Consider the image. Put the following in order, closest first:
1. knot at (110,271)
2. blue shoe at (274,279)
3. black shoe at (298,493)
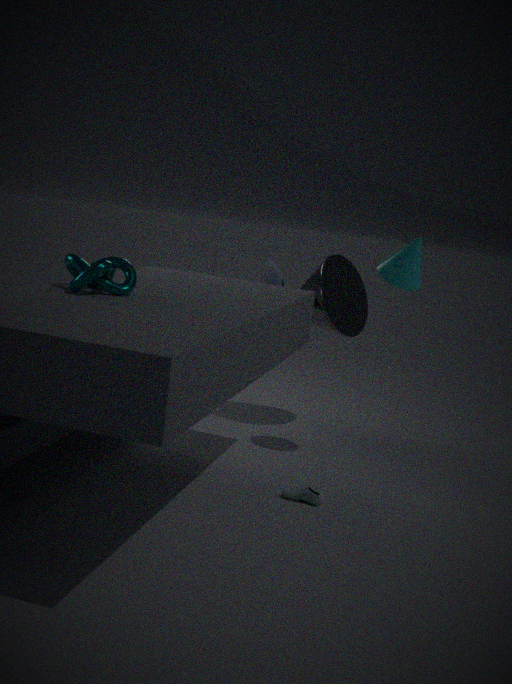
knot at (110,271)
black shoe at (298,493)
blue shoe at (274,279)
